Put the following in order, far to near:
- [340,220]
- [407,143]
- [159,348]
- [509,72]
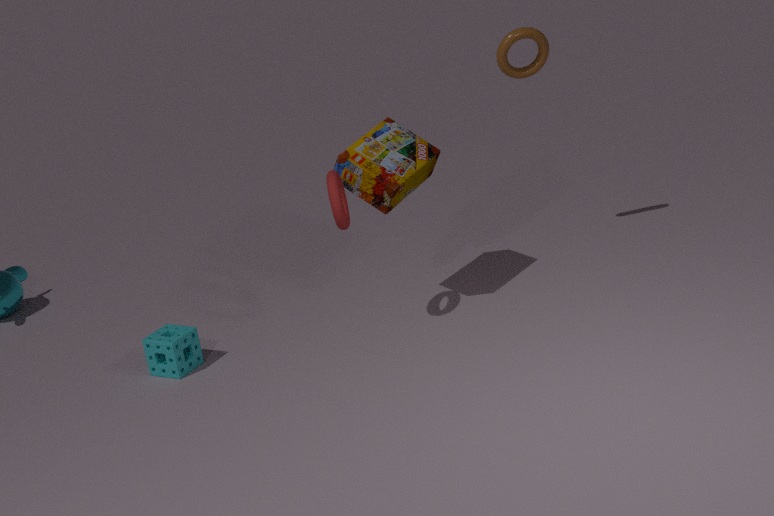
[509,72] < [407,143] < [159,348] < [340,220]
